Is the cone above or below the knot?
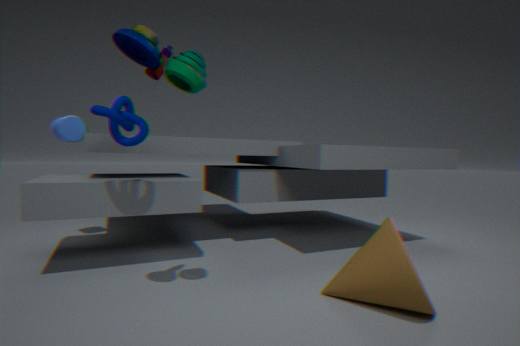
below
